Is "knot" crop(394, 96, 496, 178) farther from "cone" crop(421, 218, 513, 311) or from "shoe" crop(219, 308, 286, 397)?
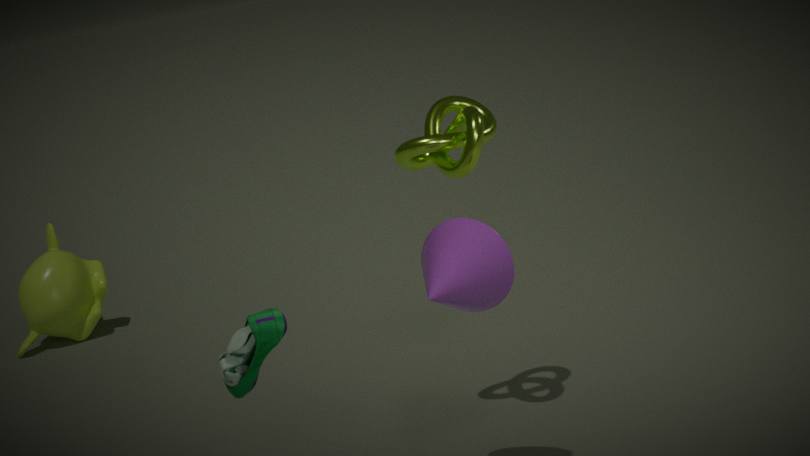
"shoe" crop(219, 308, 286, 397)
